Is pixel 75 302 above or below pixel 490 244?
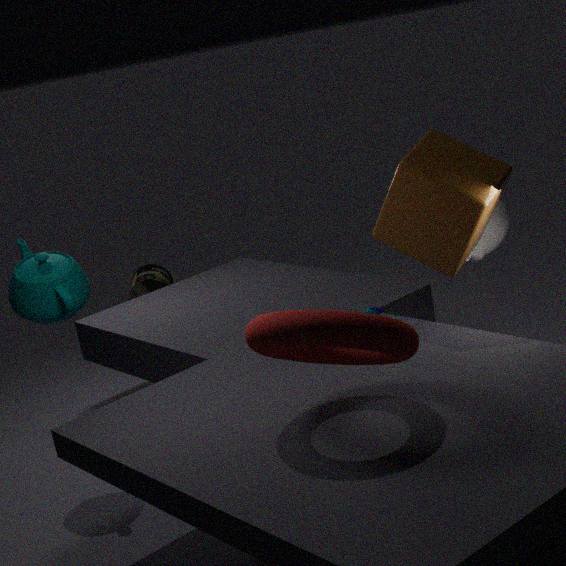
above
